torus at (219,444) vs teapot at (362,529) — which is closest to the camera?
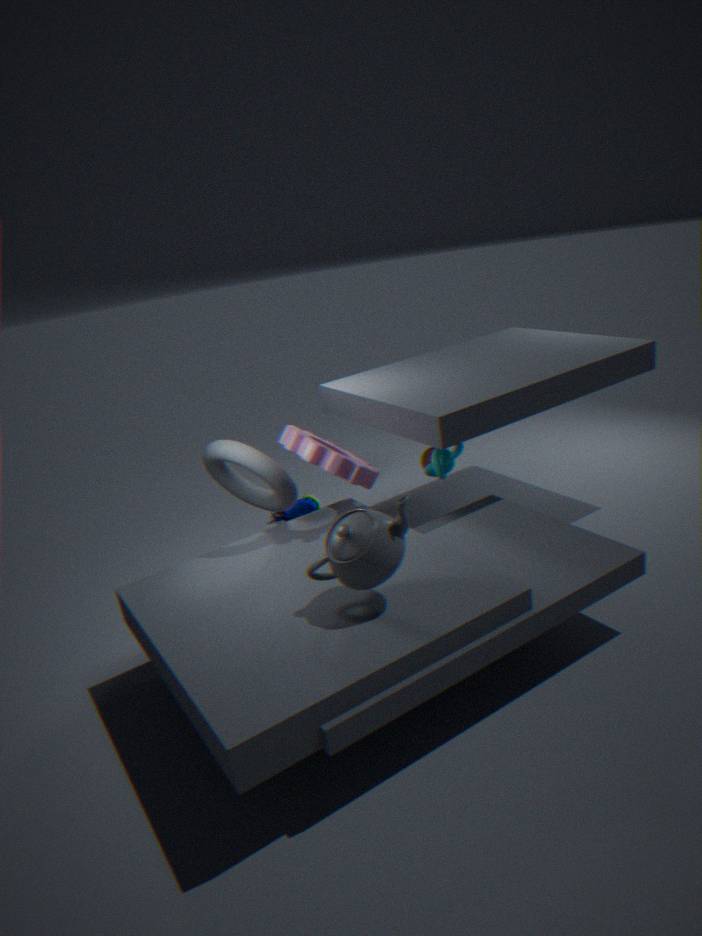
teapot at (362,529)
